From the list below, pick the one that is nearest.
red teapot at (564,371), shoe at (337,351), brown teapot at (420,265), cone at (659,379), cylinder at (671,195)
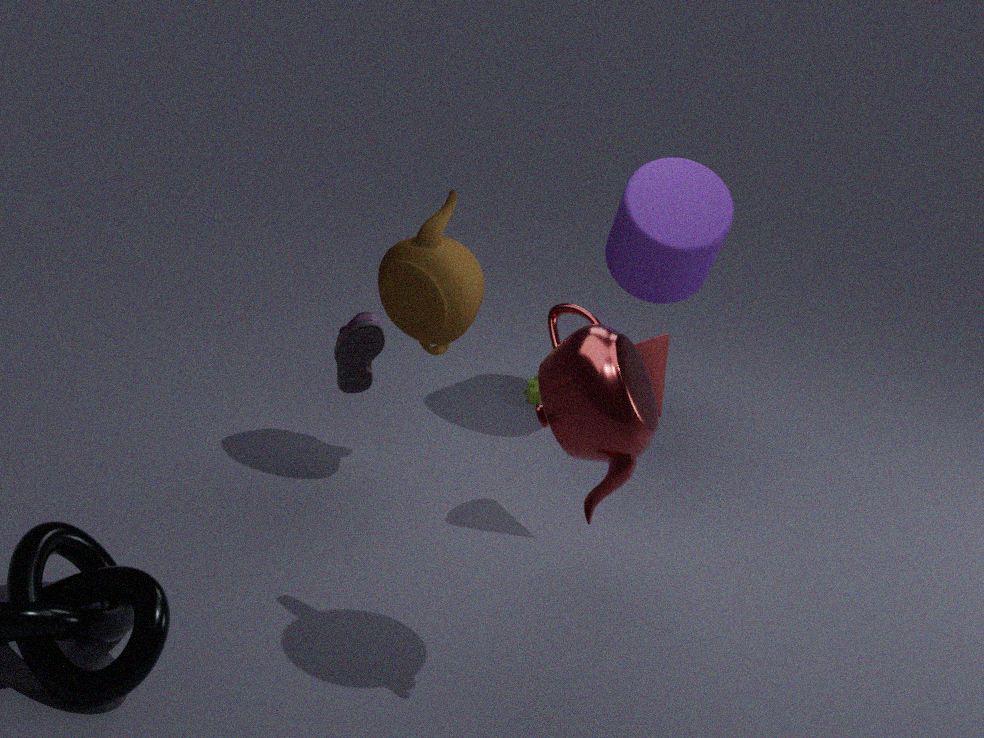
shoe at (337,351)
